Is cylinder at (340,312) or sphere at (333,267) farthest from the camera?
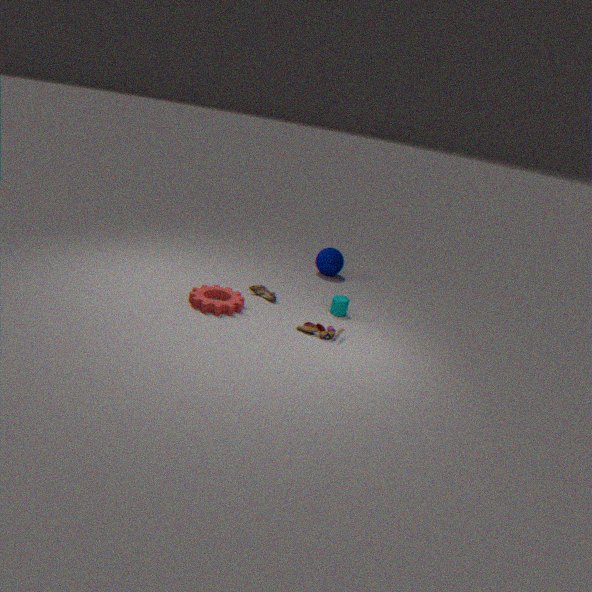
sphere at (333,267)
